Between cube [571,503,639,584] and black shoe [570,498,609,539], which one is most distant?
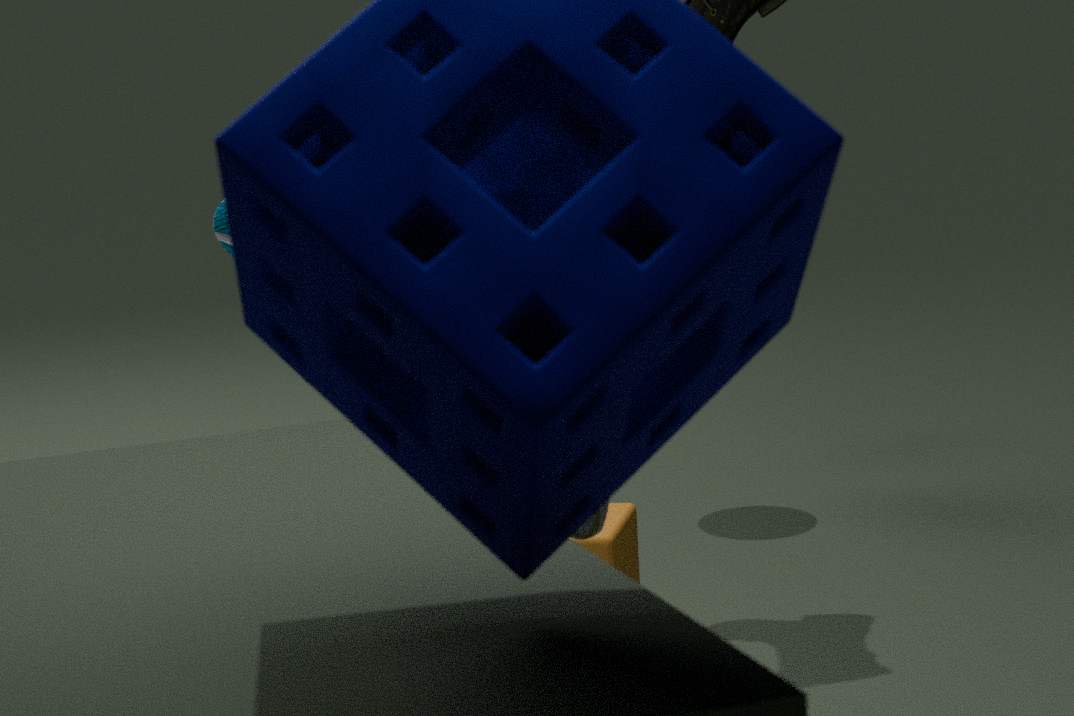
cube [571,503,639,584]
